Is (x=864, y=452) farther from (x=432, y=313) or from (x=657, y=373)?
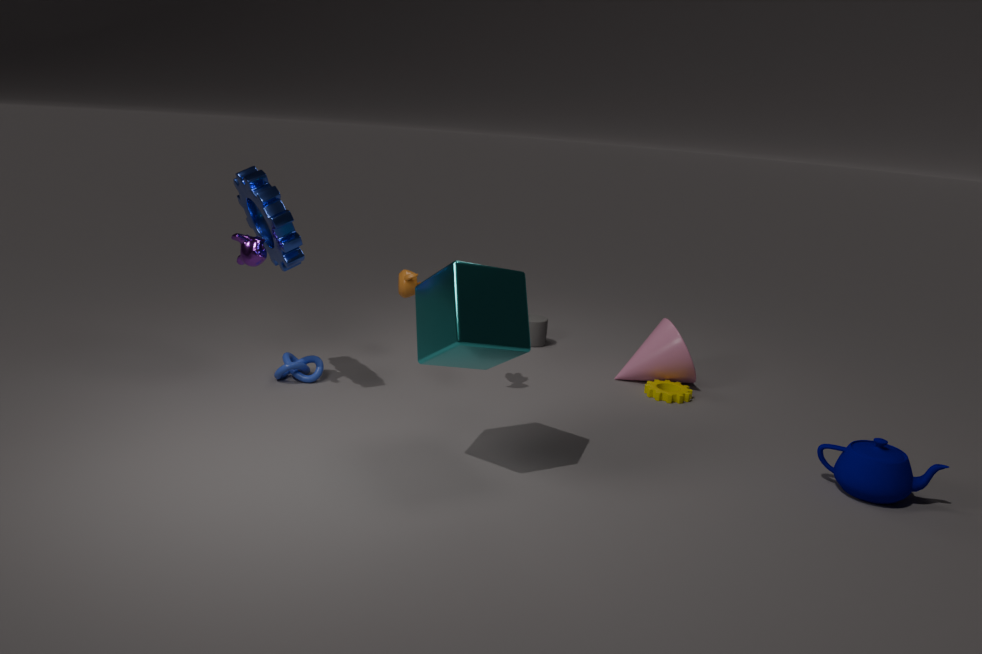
(x=432, y=313)
